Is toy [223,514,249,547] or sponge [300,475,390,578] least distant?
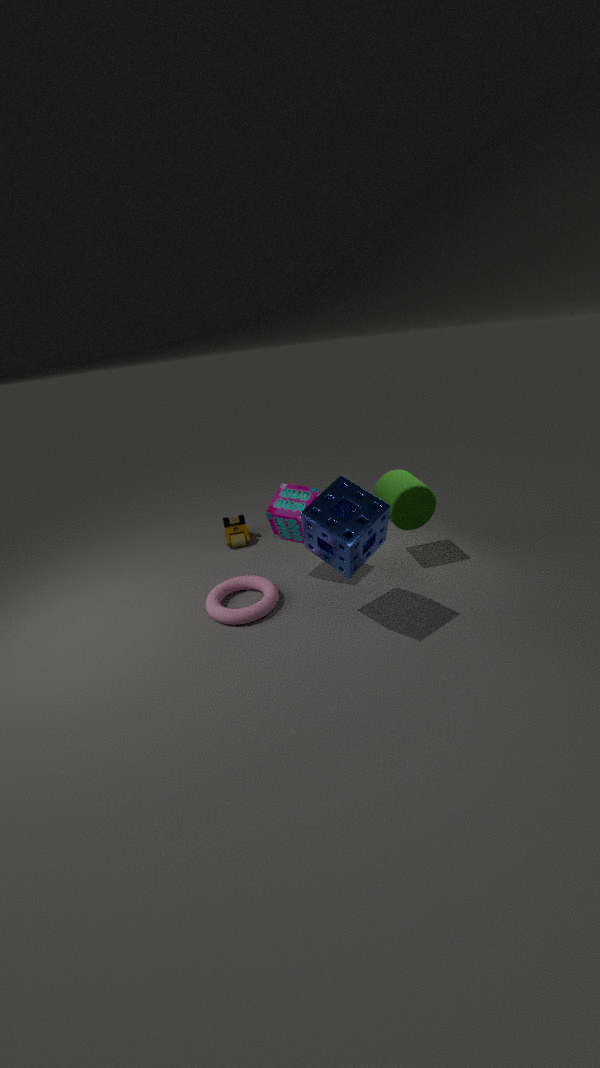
sponge [300,475,390,578]
